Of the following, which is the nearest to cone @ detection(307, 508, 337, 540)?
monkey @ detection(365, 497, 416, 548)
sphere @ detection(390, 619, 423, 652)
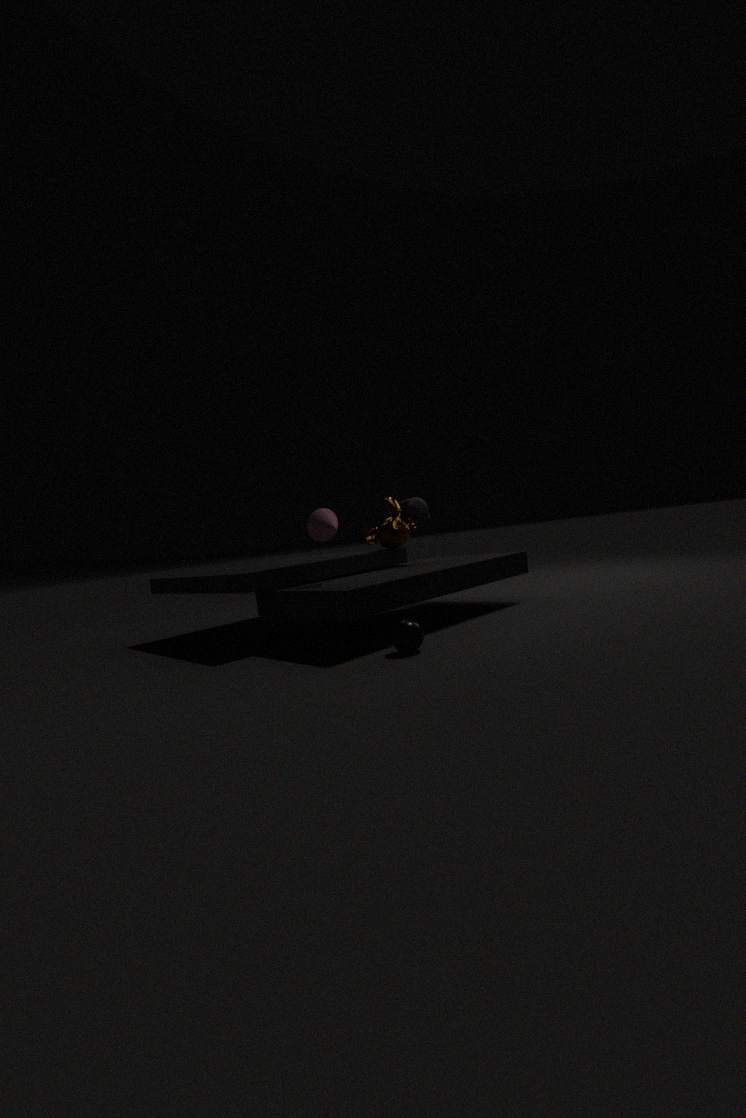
monkey @ detection(365, 497, 416, 548)
